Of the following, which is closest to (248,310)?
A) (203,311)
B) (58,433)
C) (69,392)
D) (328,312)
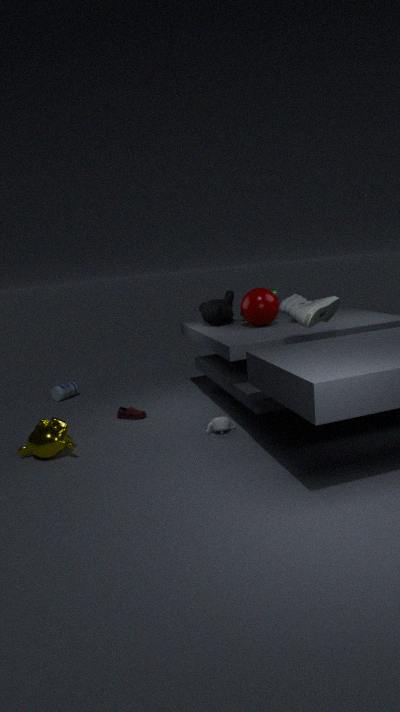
(203,311)
